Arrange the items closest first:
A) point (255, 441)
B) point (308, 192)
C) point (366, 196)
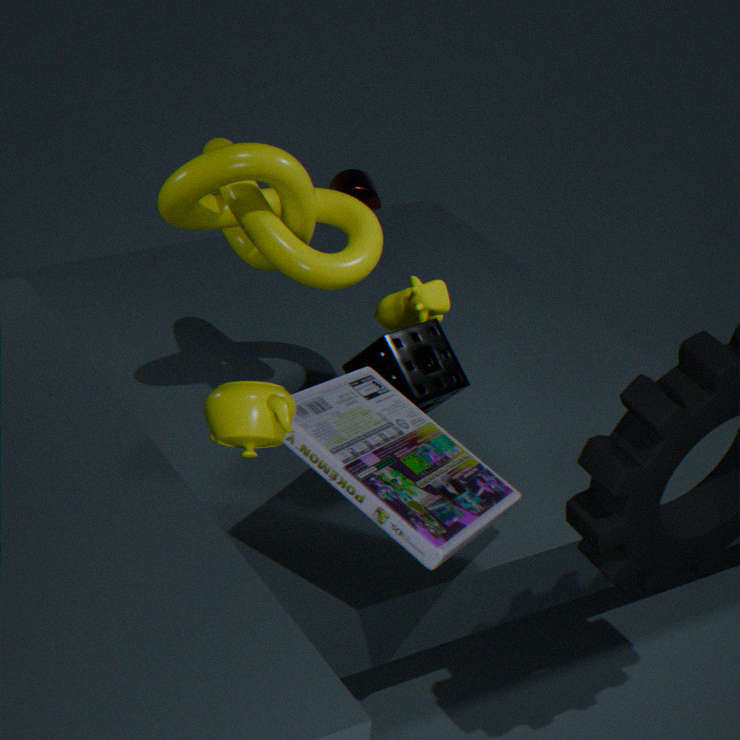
point (255, 441)
point (308, 192)
point (366, 196)
